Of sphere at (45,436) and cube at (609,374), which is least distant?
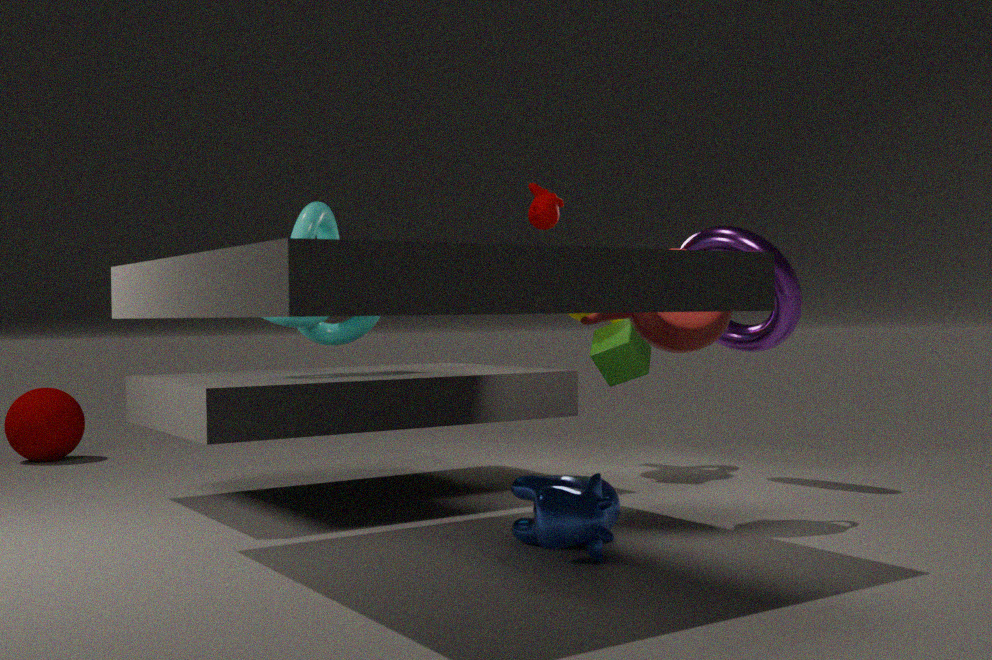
cube at (609,374)
